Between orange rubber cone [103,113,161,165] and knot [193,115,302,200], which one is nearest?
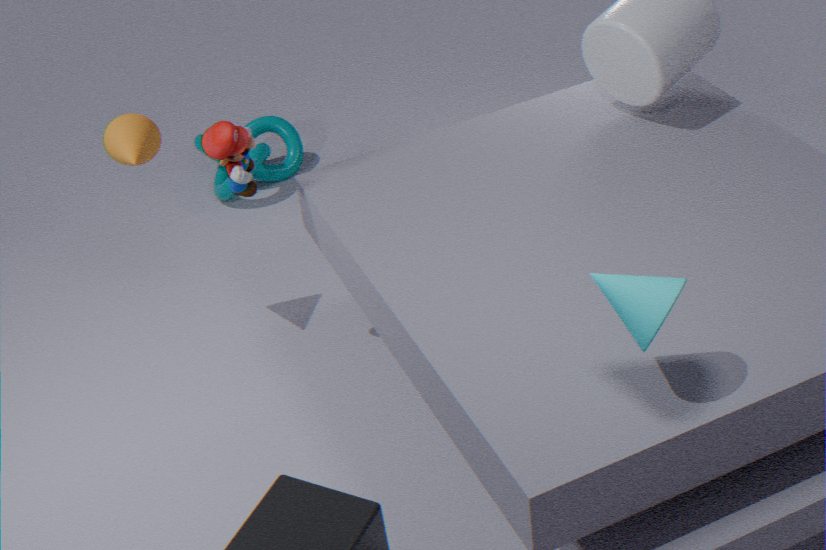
orange rubber cone [103,113,161,165]
